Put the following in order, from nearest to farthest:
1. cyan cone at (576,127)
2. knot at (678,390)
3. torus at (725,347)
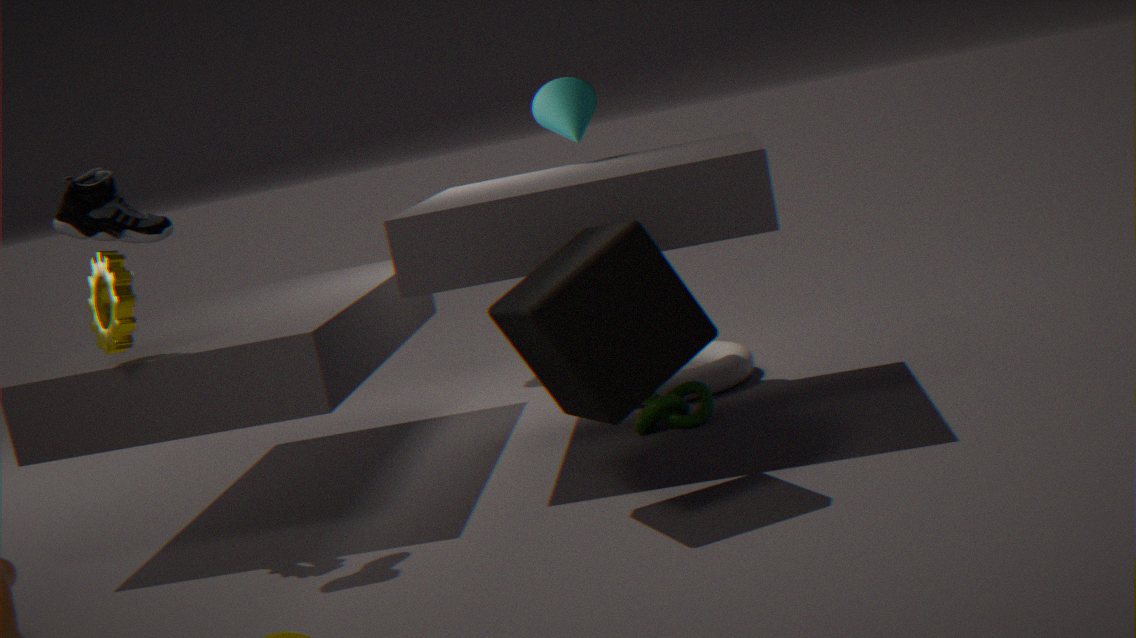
knot at (678,390), cyan cone at (576,127), torus at (725,347)
